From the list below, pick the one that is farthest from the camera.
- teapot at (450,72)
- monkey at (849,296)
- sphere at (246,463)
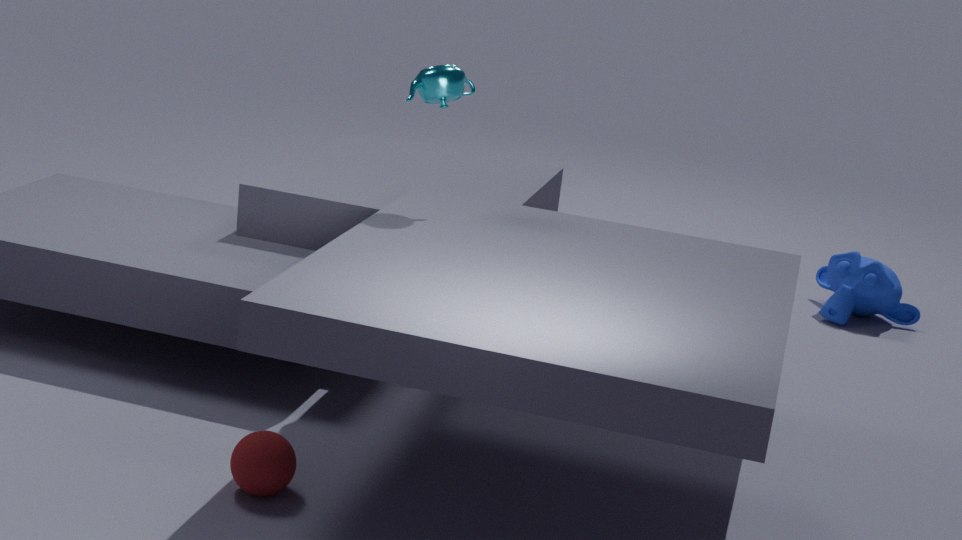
monkey at (849,296)
